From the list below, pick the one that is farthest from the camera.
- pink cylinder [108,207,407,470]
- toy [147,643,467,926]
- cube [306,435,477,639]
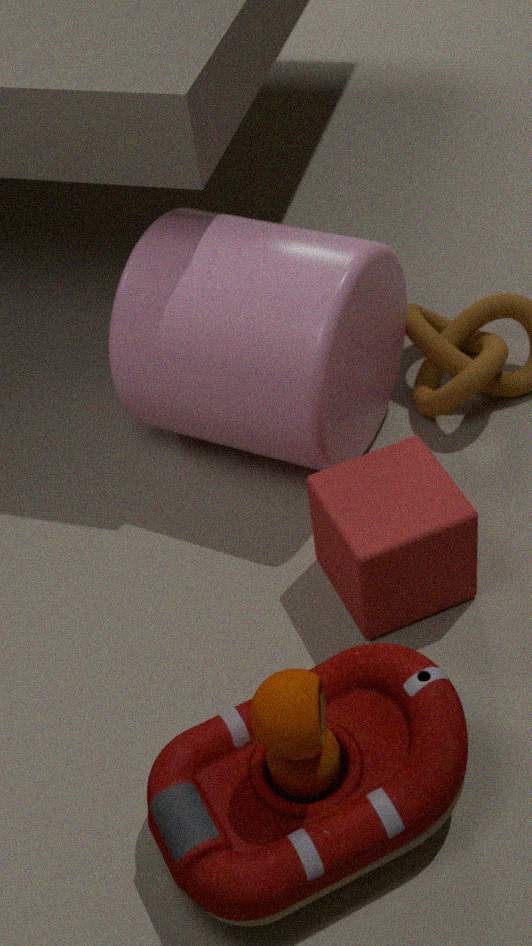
pink cylinder [108,207,407,470]
